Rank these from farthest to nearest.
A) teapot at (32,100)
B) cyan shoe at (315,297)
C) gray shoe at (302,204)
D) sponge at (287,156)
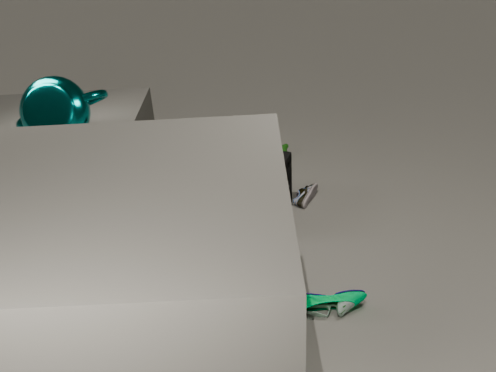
gray shoe at (302,204)
sponge at (287,156)
teapot at (32,100)
cyan shoe at (315,297)
